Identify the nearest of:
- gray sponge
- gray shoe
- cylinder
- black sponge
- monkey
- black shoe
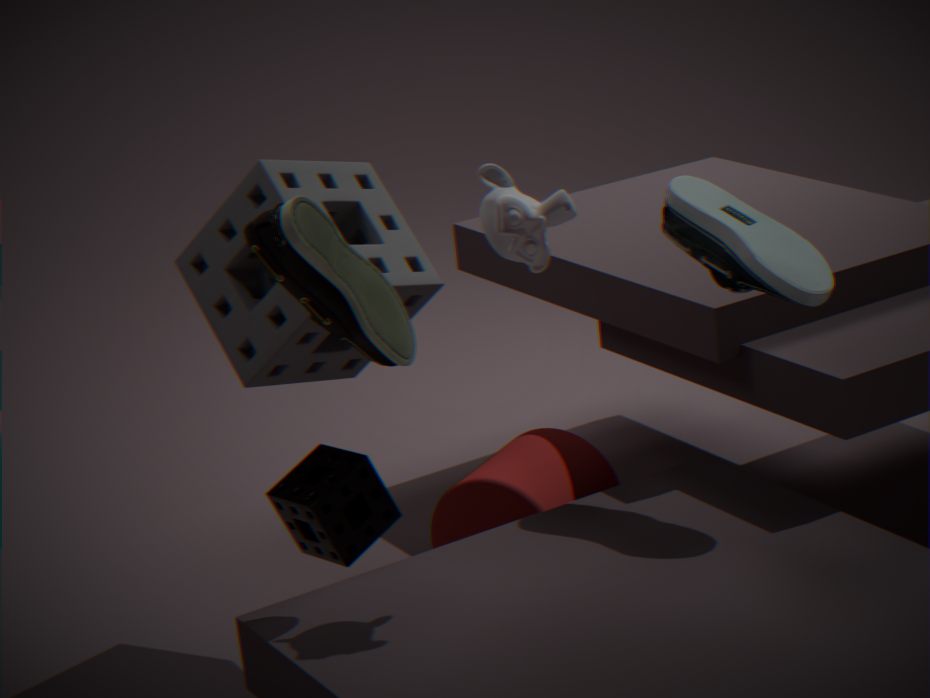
black shoe
